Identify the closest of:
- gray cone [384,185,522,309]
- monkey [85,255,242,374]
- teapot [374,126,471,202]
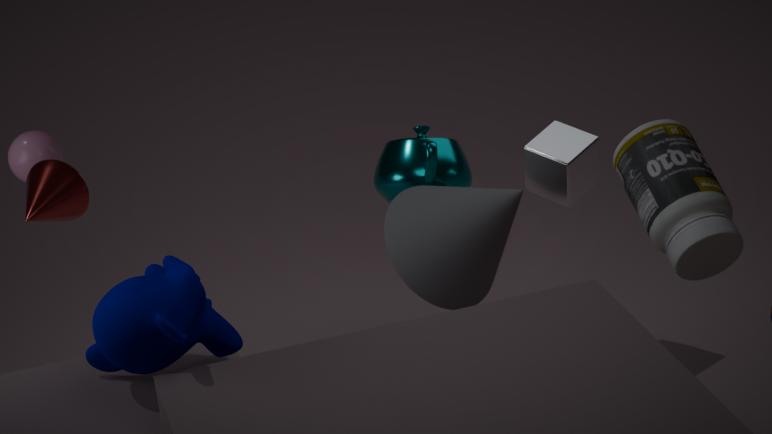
monkey [85,255,242,374]
